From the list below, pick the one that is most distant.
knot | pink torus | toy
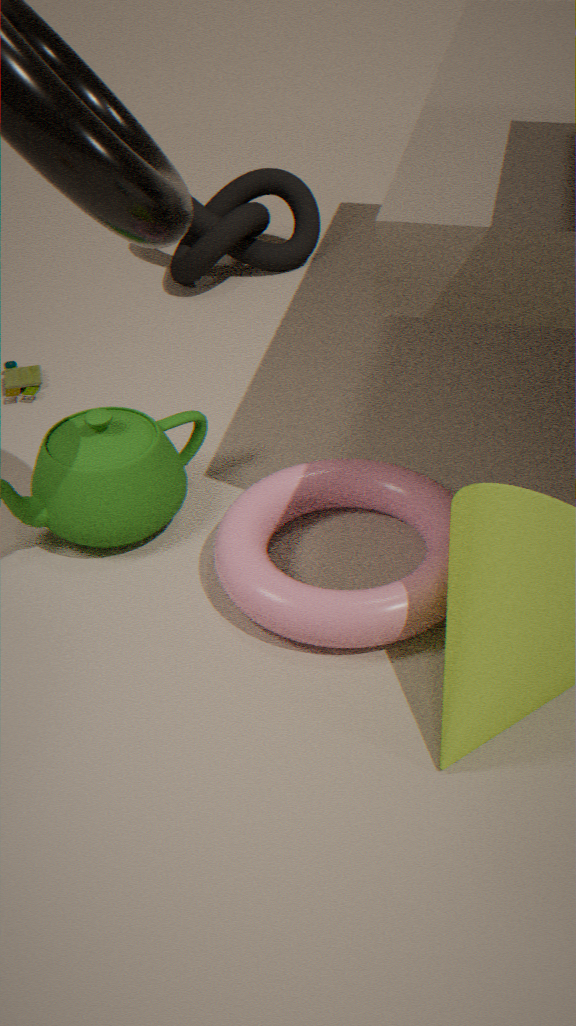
knot
